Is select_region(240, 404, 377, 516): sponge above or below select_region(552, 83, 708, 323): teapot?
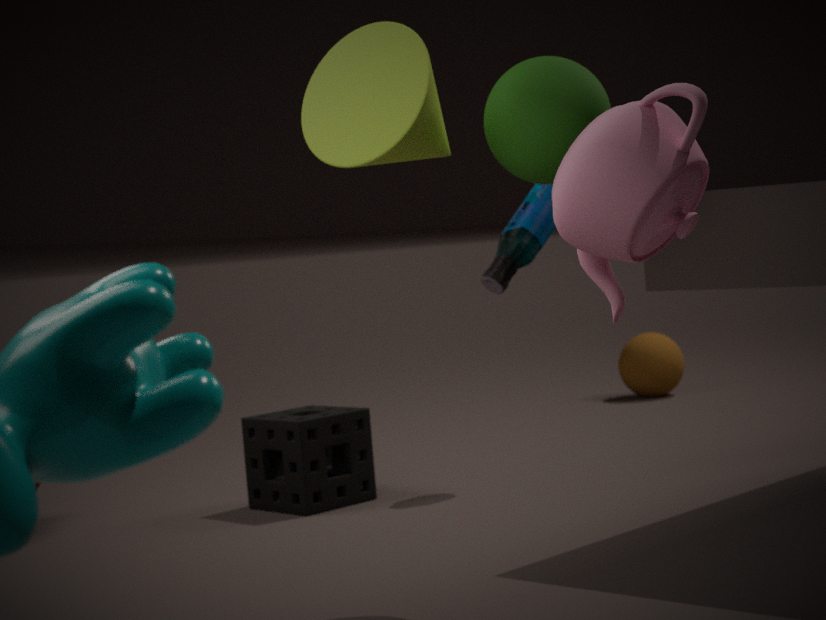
below
